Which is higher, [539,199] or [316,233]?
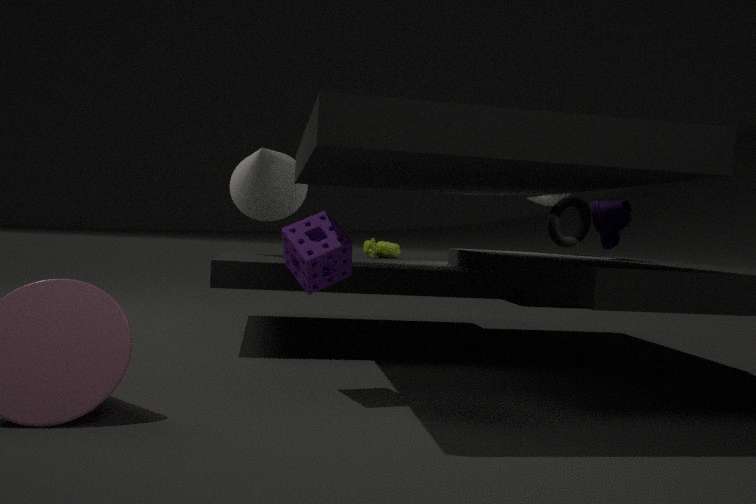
[539,199]
